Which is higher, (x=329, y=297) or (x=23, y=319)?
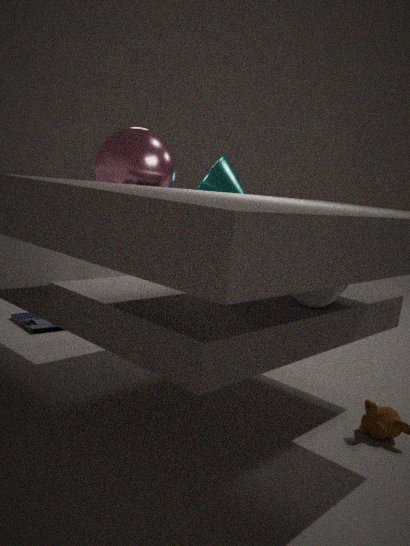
(x=329, y=297)
